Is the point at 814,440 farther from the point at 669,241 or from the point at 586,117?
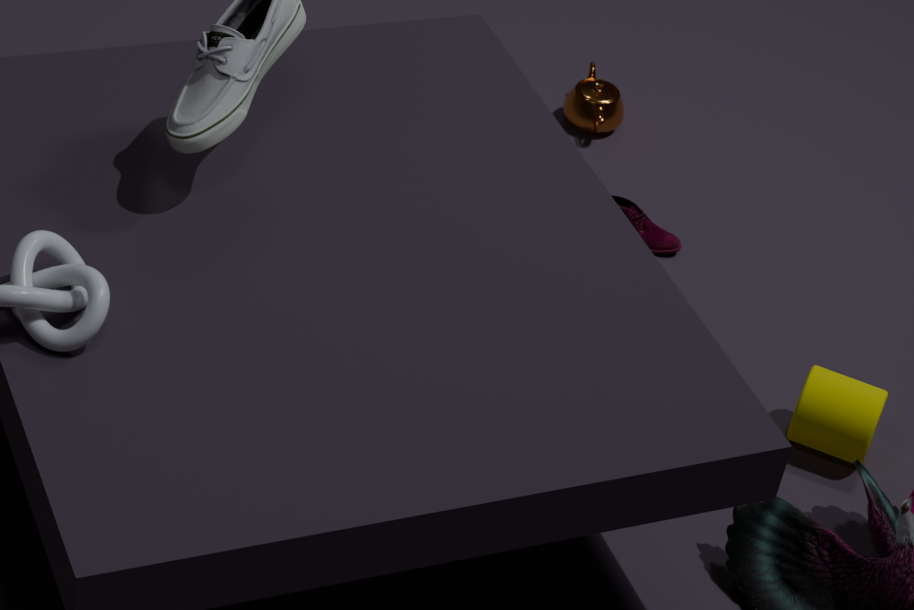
the point at 586,117
